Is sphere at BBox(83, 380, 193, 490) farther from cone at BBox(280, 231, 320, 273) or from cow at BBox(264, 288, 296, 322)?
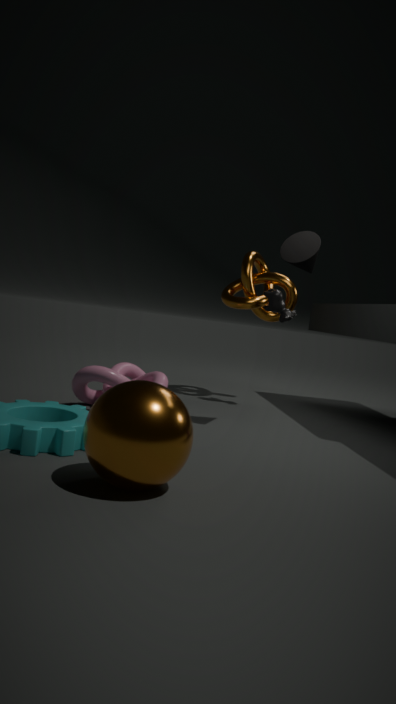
cow at BBox(264, 288, 296, 322)
